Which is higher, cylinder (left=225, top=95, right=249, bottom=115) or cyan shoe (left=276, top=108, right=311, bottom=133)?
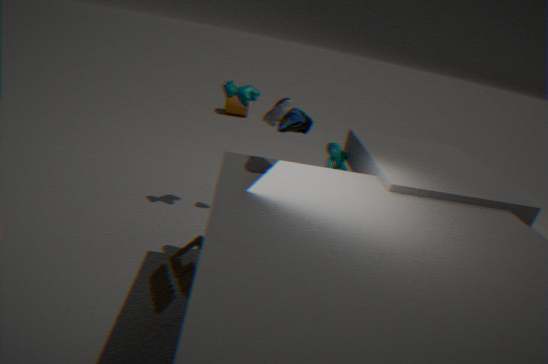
cyan shoe (left=276, top=108, right=311, bottom=133)
